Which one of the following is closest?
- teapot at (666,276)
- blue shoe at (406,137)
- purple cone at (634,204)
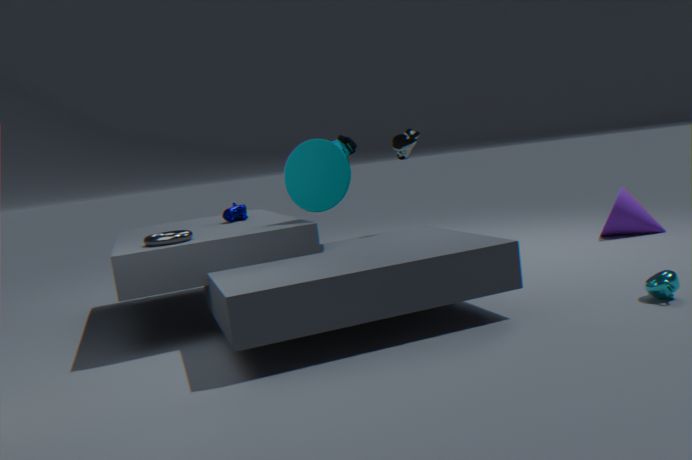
teapot at (666,276)
